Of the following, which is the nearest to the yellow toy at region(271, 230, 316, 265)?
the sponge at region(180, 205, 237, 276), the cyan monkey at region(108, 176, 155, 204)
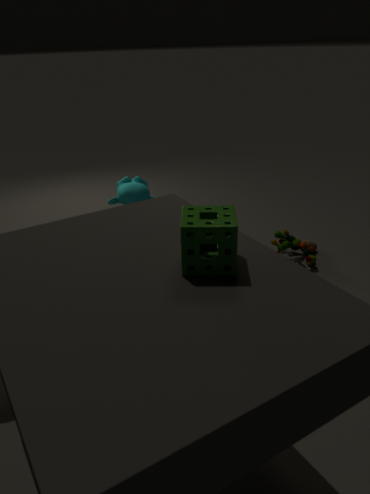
the cyan monkey at region(108, 176, 155, 204)
